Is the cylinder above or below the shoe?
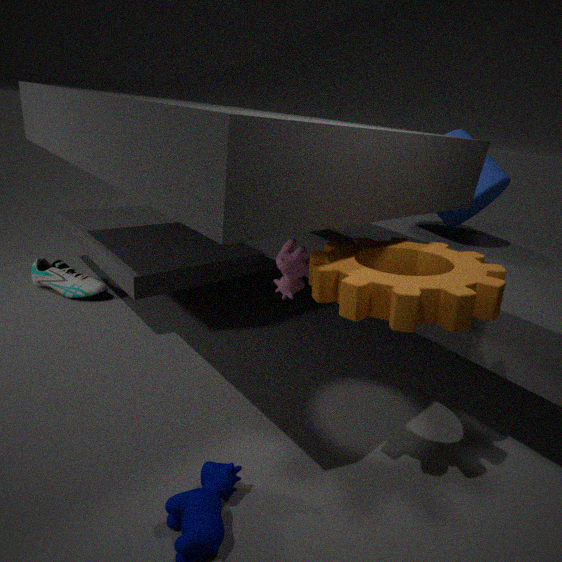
above
